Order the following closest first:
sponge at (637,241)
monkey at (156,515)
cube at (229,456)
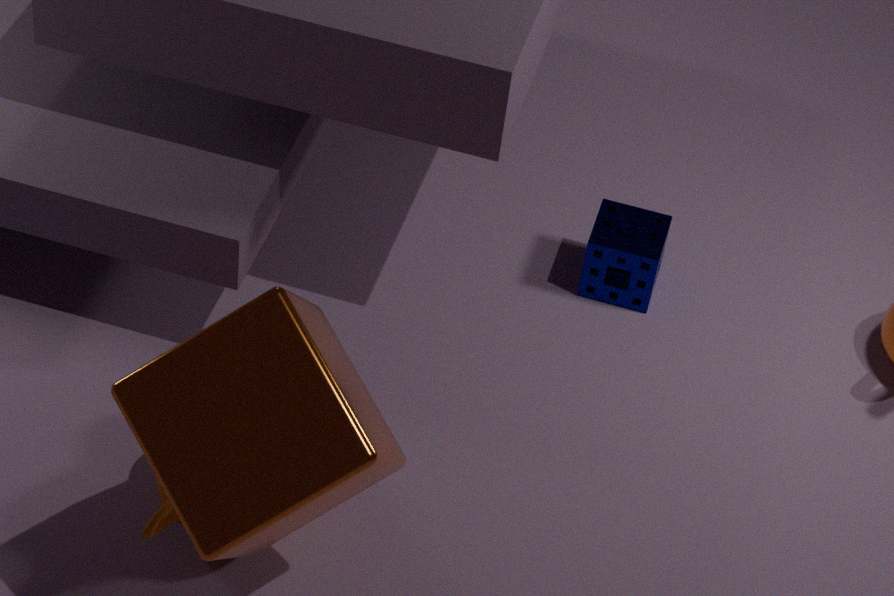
cube at (229,456)
monkey at (156,515)
sponge at (637,241)
